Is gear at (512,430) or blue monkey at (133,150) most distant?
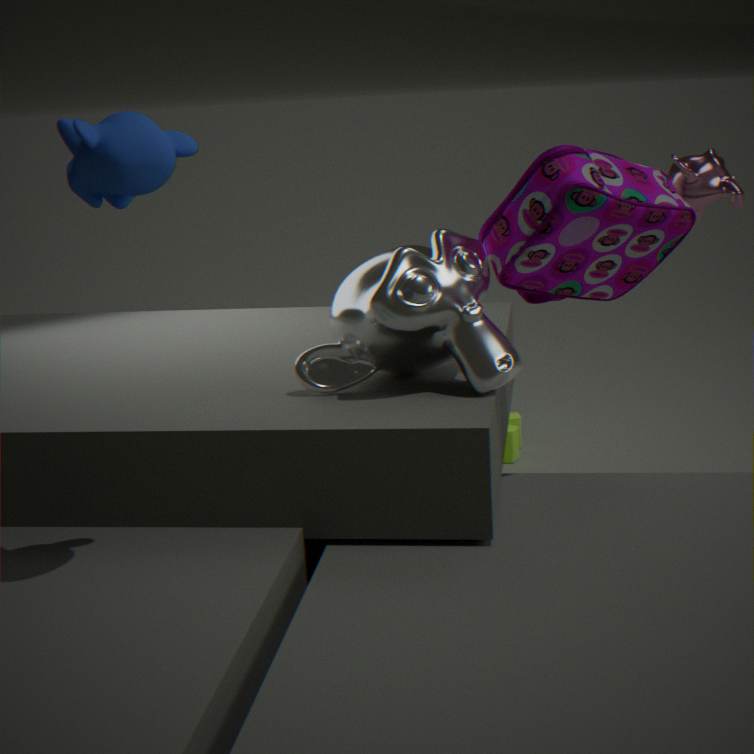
gear at (512,430)
